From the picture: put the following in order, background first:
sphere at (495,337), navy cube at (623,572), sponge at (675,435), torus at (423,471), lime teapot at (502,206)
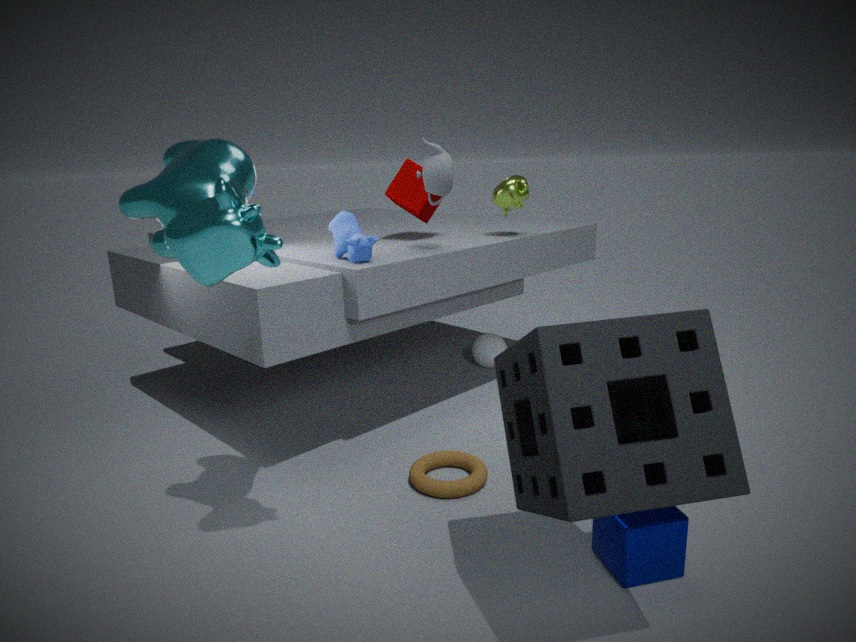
1. sphere at (495,337)
2. lime teapot at (502,206)
3. torus at (423,471)
4. navy cube at (623,572)
5. sponge at (675,435)
